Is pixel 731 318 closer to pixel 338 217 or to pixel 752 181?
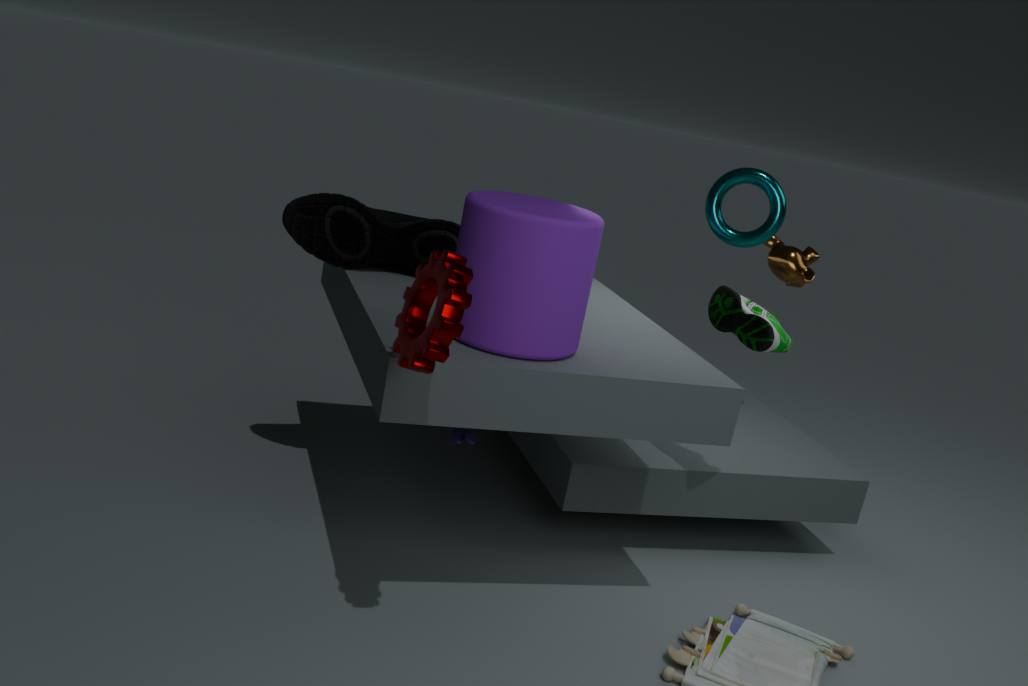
pixel 752 181
